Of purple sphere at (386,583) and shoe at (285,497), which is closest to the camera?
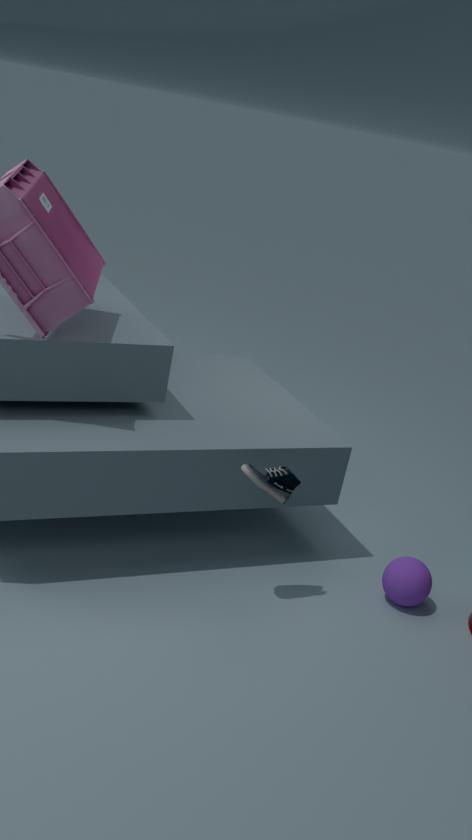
shoe at (285,497)
